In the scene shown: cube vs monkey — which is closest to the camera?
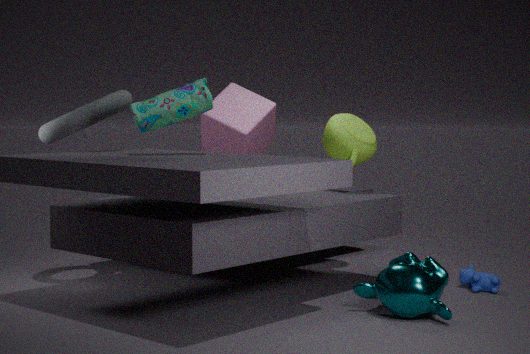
monkey
